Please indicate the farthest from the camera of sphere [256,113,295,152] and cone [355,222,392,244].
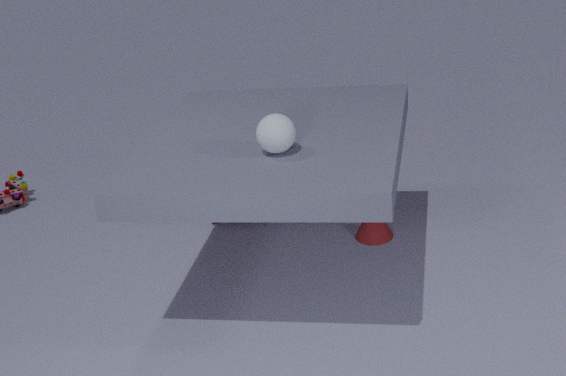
cone [355,222,392,244]
